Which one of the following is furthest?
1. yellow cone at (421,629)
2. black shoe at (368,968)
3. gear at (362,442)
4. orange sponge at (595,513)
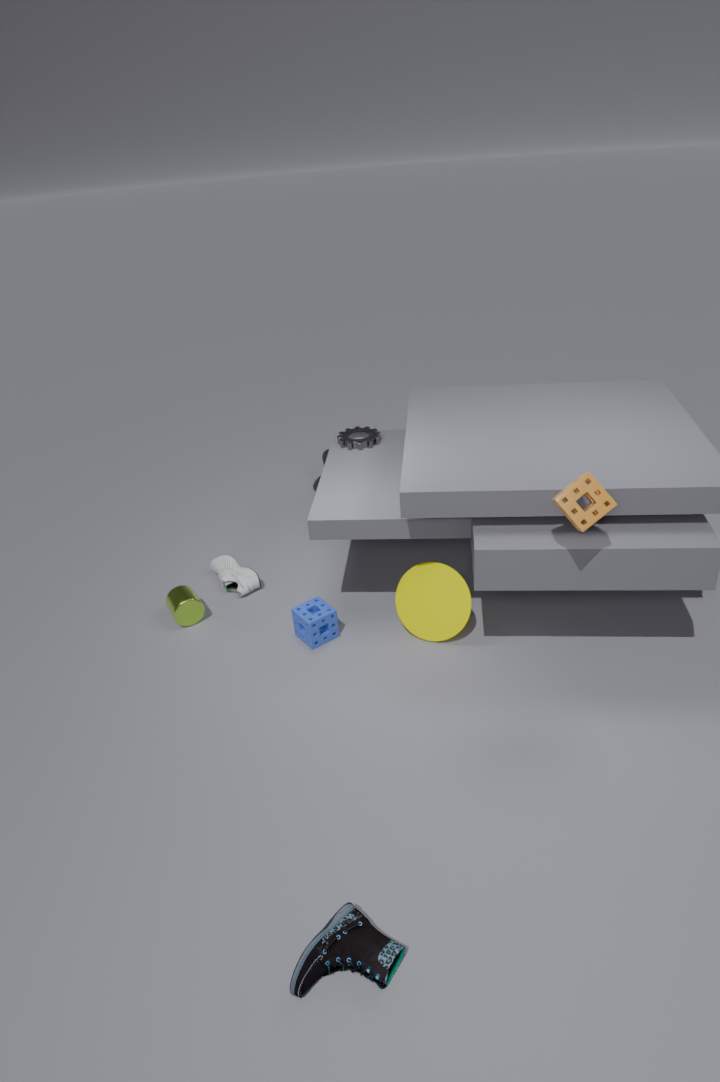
gear at (362,442)
